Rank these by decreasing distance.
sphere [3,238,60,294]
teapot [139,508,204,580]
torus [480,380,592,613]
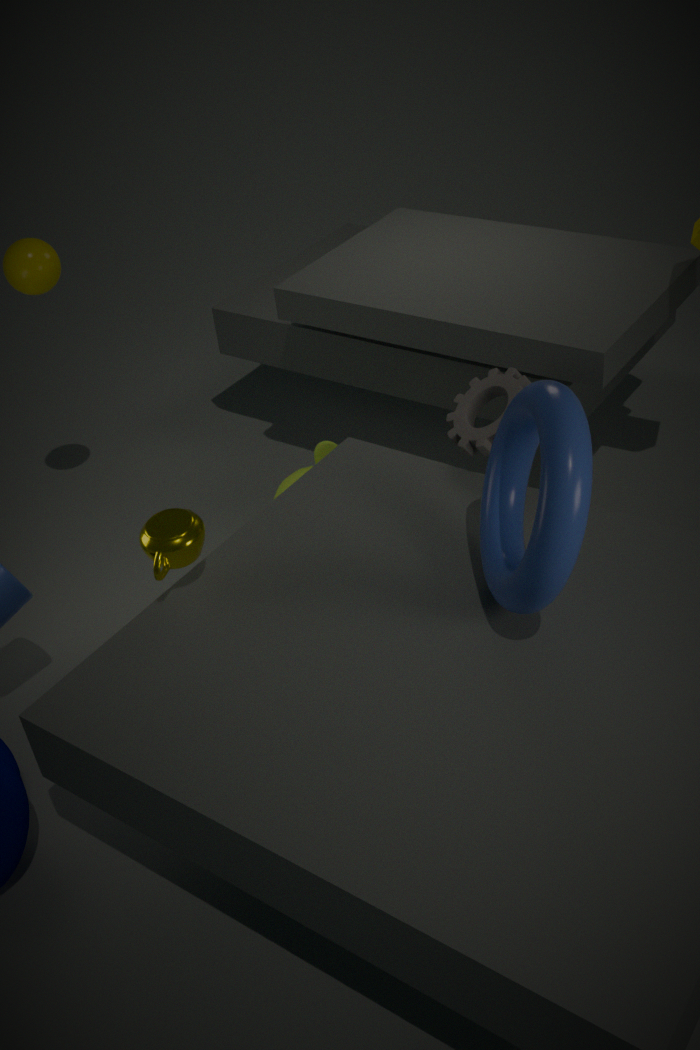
1. sphere [3,238,60,294]
2. teapot [139,508,204,580]
3. torus [480,380,592,613]
